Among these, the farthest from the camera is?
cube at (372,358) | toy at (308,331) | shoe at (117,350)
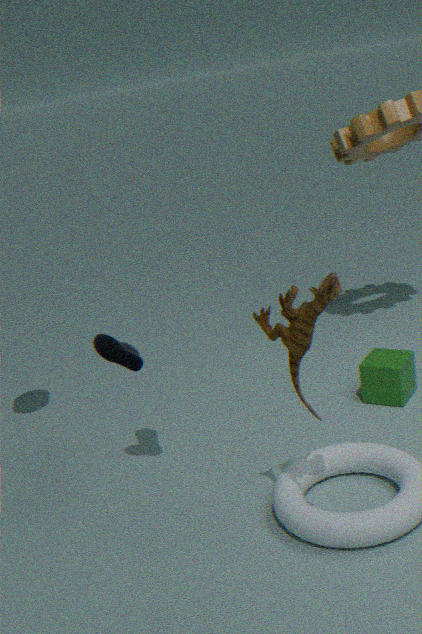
cube at (372,358)
